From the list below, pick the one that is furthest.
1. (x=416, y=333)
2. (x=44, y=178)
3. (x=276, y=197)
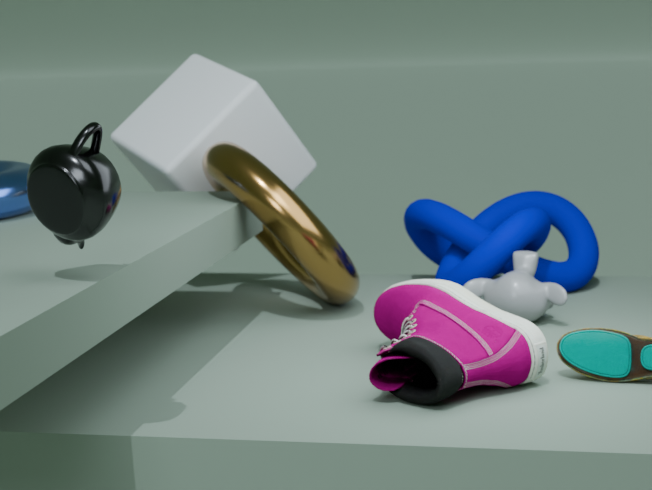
(x=276, y=197)
